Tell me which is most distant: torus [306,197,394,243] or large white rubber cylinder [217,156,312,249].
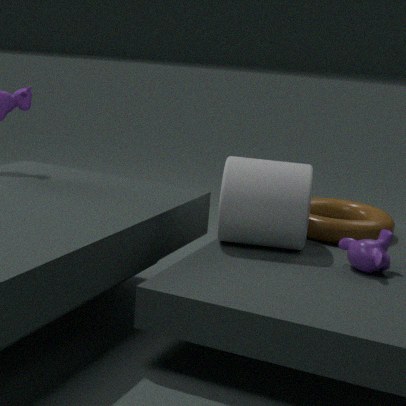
torus [306,197,394,243]
